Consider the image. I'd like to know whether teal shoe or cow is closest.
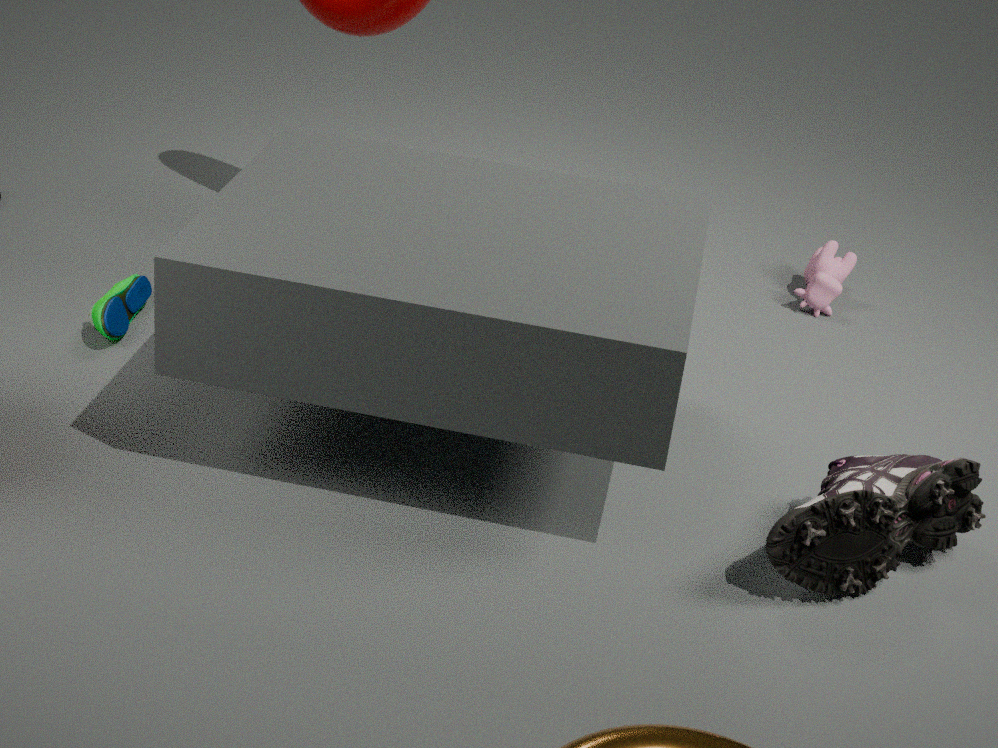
teal shoe
